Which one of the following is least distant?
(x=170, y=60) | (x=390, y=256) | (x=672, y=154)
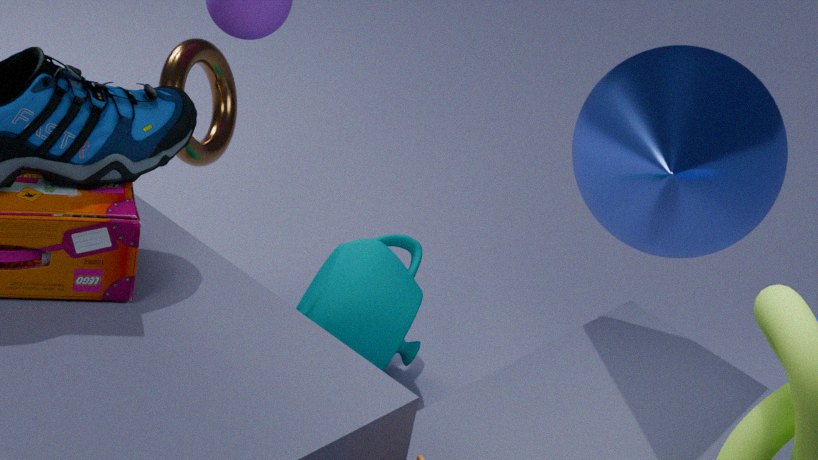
(x=672, y=154)
